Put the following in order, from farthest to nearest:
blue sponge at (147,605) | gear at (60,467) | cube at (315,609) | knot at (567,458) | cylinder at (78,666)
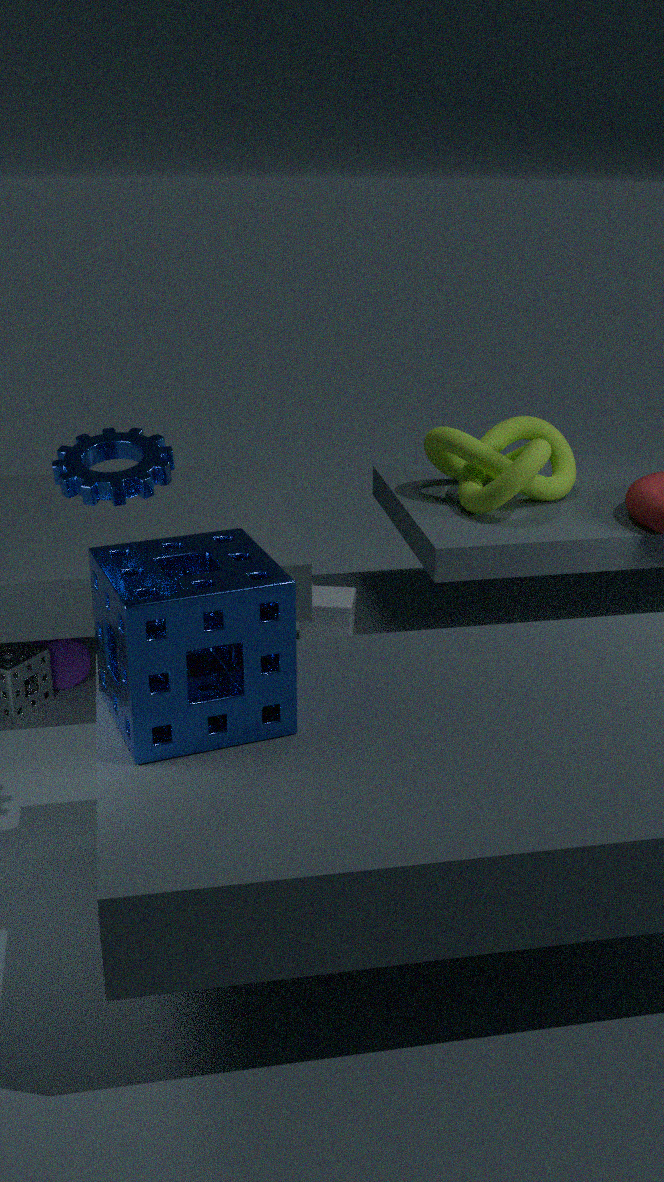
1. cube at (315,609)
2. knot at (567,458)
3. cylinder at (78,666)
4. gear at (60,467)
5. blue sponge at (147,605)
